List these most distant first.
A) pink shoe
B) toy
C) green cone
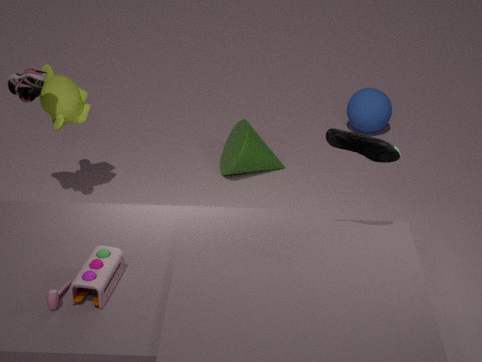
green cone, pink shoe, toy
